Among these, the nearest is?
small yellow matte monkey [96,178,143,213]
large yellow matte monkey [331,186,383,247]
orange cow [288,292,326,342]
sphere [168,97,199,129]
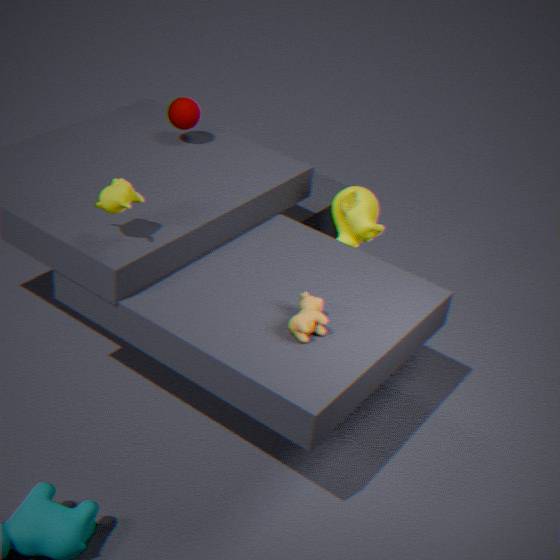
orange cow [288,292,326,342]
